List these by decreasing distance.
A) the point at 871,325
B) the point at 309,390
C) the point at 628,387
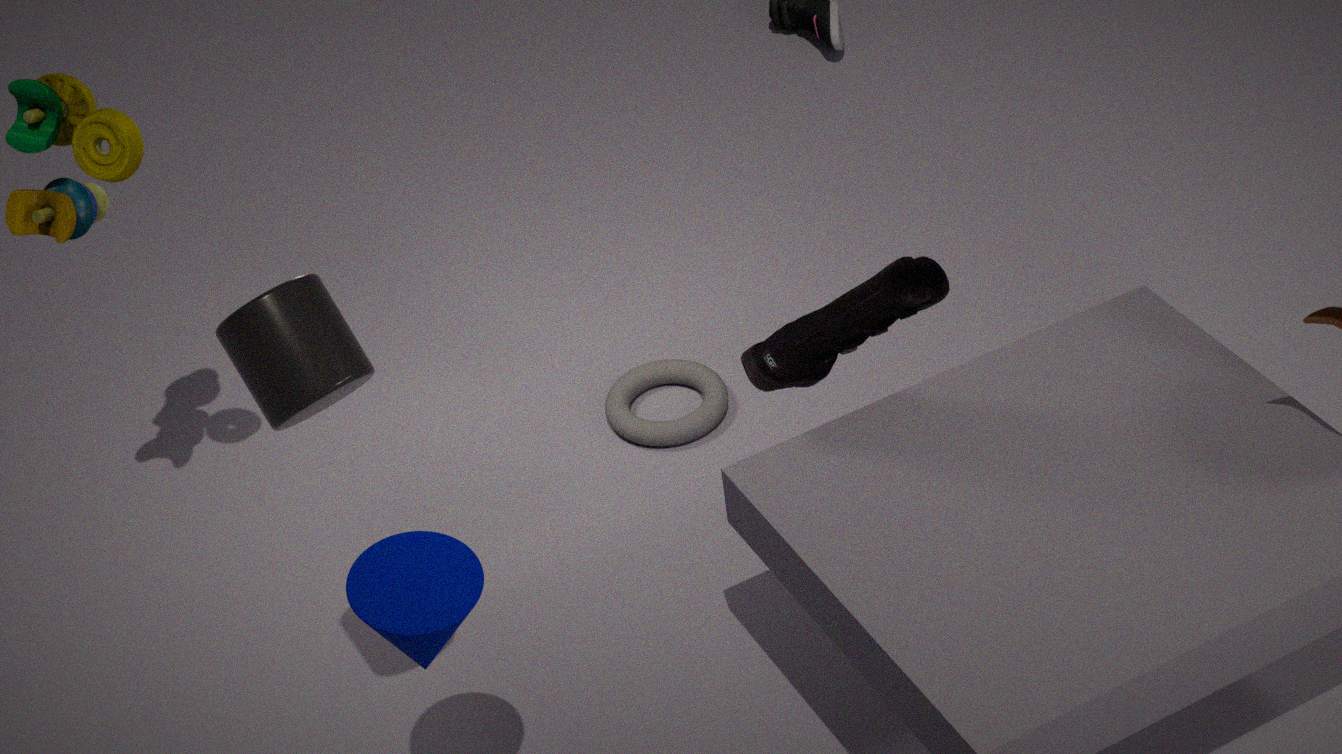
the point at 628,387, the point at 871,325, the point at 309,390
